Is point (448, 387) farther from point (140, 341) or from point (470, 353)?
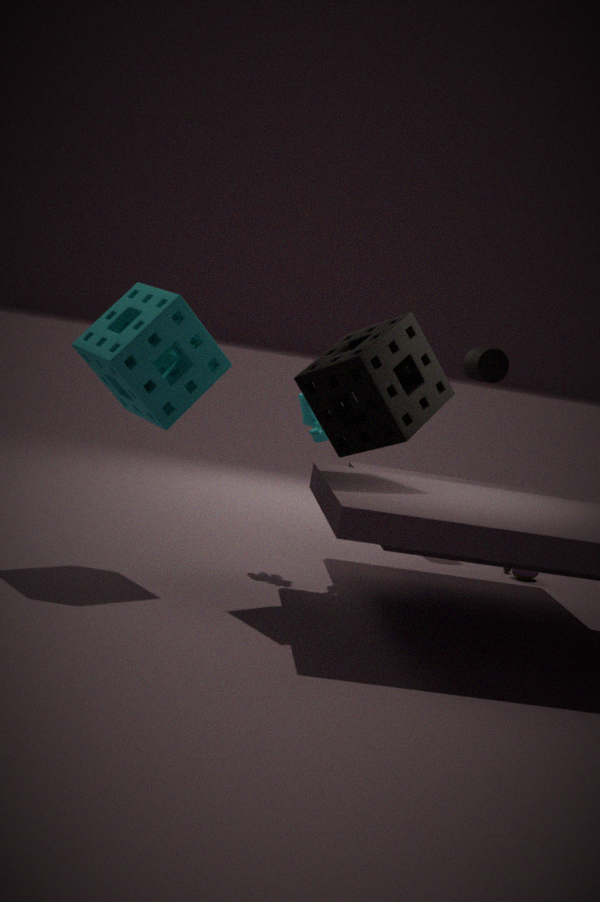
point (470, 353)
